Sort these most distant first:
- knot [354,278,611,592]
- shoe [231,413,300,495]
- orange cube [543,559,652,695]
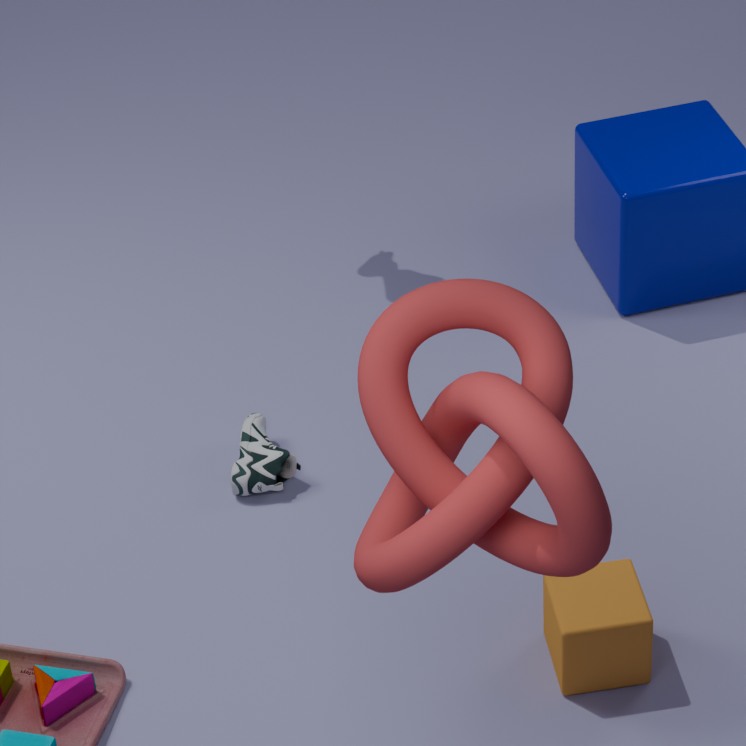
shoe [231,413,300,495]
orange cube [543,559,652,695]
knot [354,278,611,592]
